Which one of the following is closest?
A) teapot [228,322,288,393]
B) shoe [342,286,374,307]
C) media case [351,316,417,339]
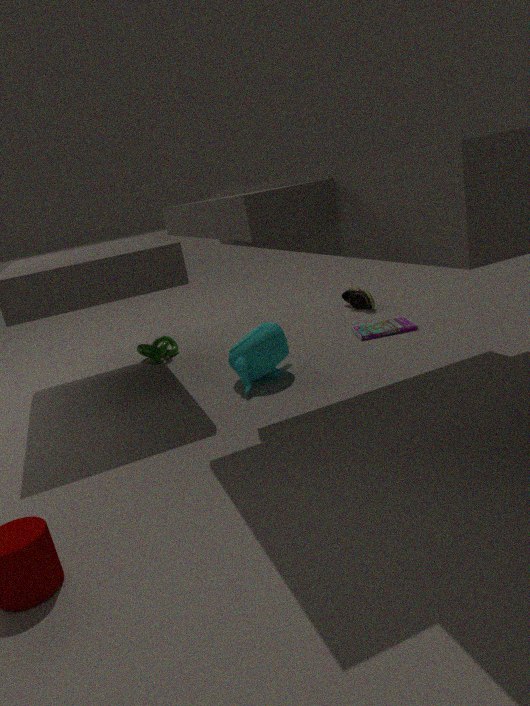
teapot [228,322,288,393]
